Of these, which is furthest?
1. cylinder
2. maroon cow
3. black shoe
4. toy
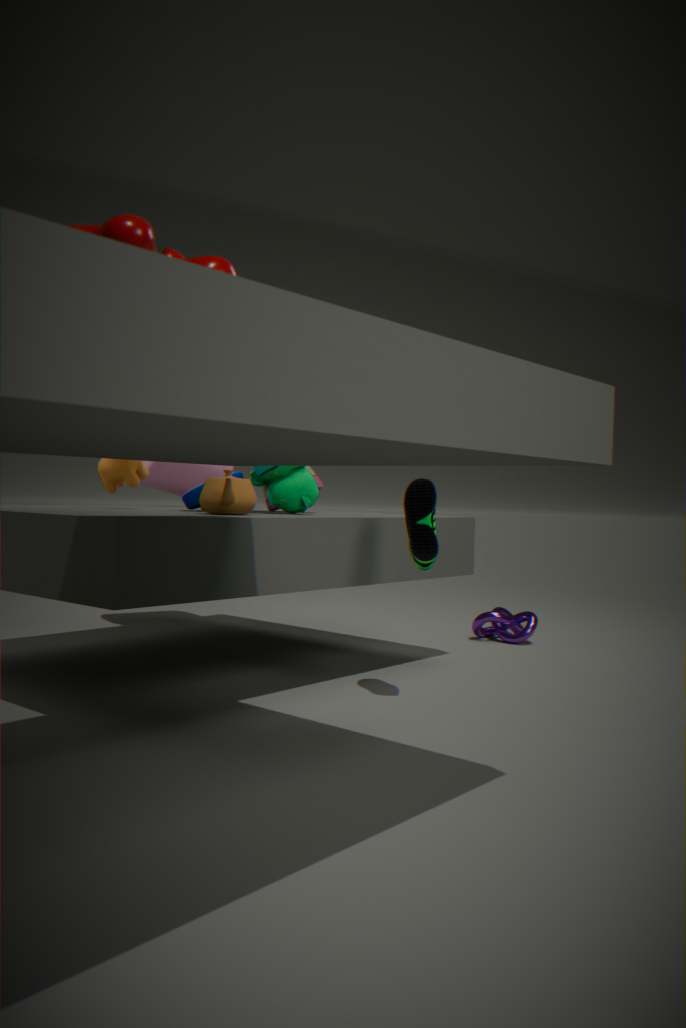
cylinder
